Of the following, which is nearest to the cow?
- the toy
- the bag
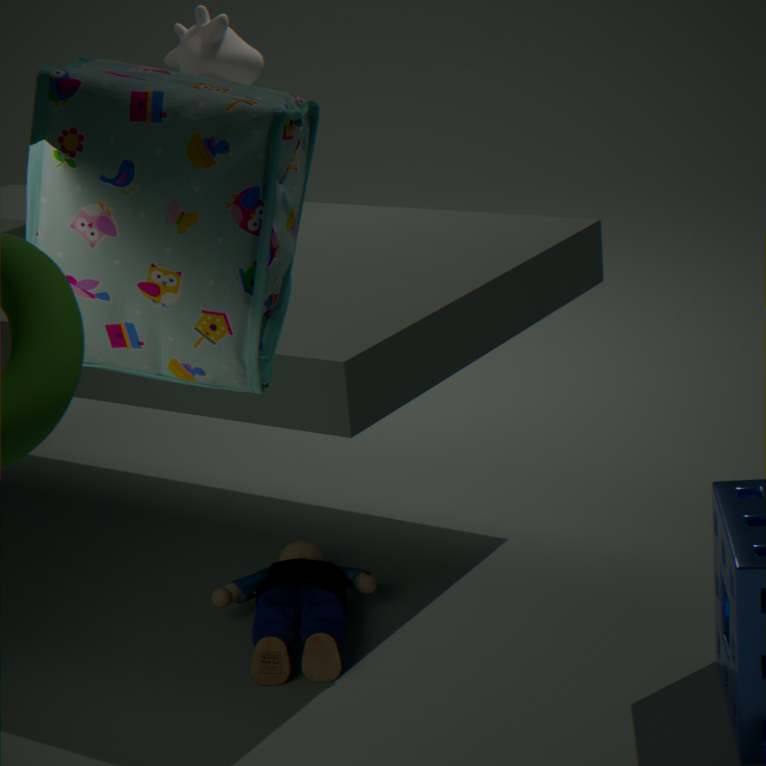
the toy
